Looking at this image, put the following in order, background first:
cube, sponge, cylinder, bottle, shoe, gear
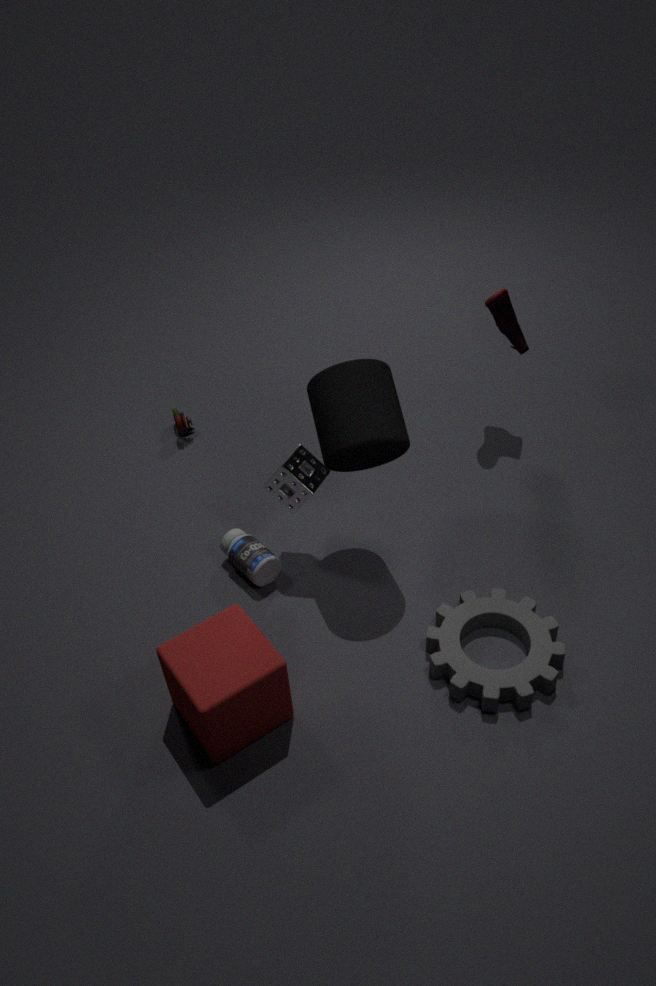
shoe
bottle
sponge
cylinder
gear
cube
